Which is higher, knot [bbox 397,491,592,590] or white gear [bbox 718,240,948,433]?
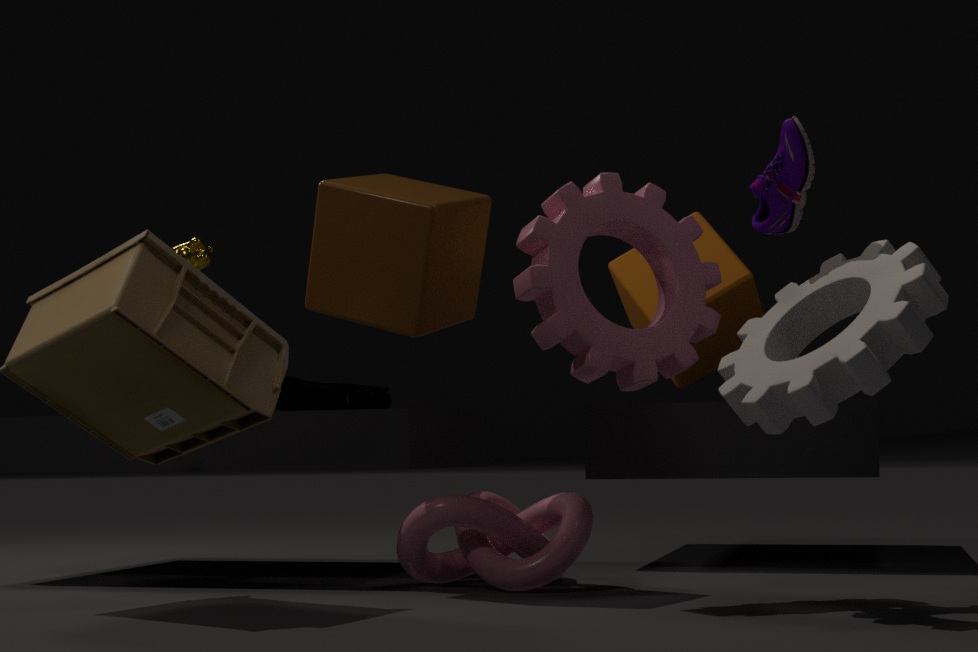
white gear [bbox 718,240,948,433]
